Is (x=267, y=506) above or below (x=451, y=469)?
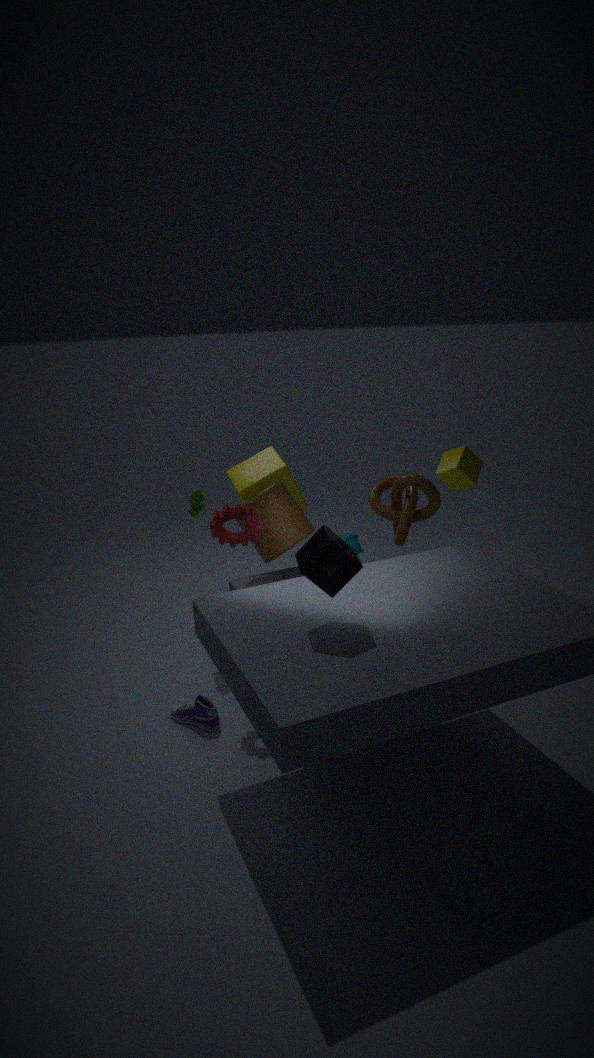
below
